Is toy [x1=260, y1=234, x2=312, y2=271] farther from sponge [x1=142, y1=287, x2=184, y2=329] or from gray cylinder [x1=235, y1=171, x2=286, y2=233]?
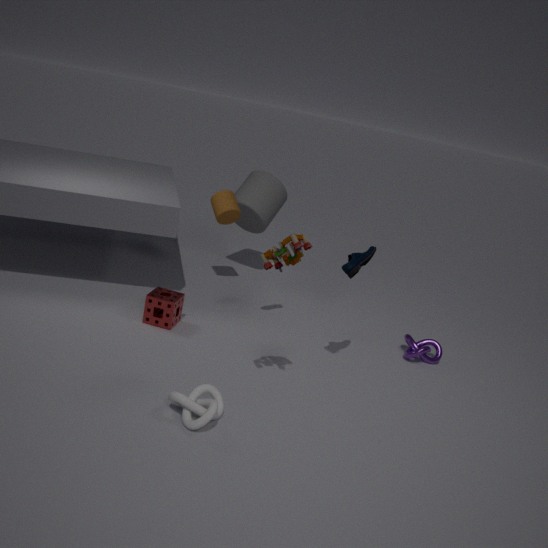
gray cylinder [x1=235, y1=171, x2=286, y2=233]
